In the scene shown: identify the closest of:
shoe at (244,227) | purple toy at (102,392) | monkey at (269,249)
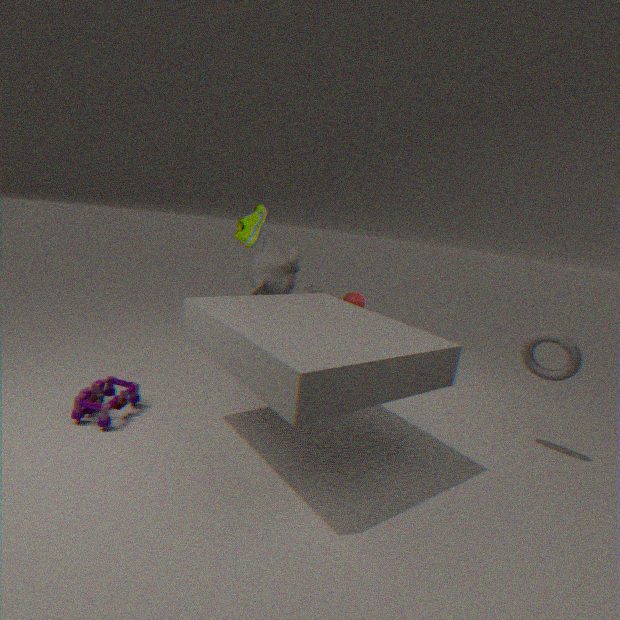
purple toy at (102,392)
